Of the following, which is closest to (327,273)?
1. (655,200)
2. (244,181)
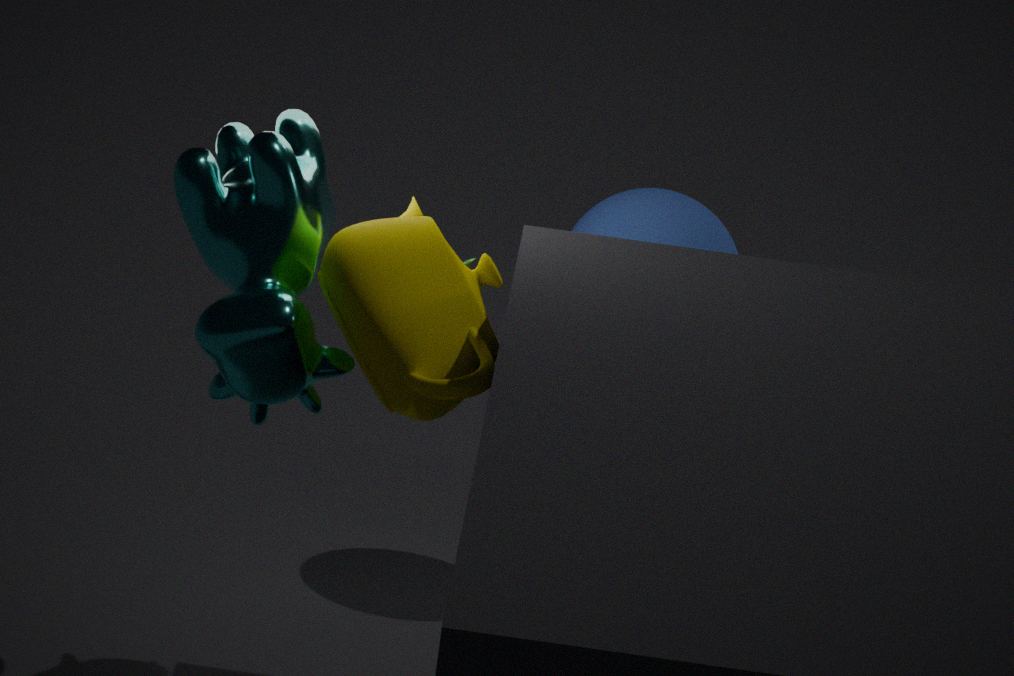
(244,181)
